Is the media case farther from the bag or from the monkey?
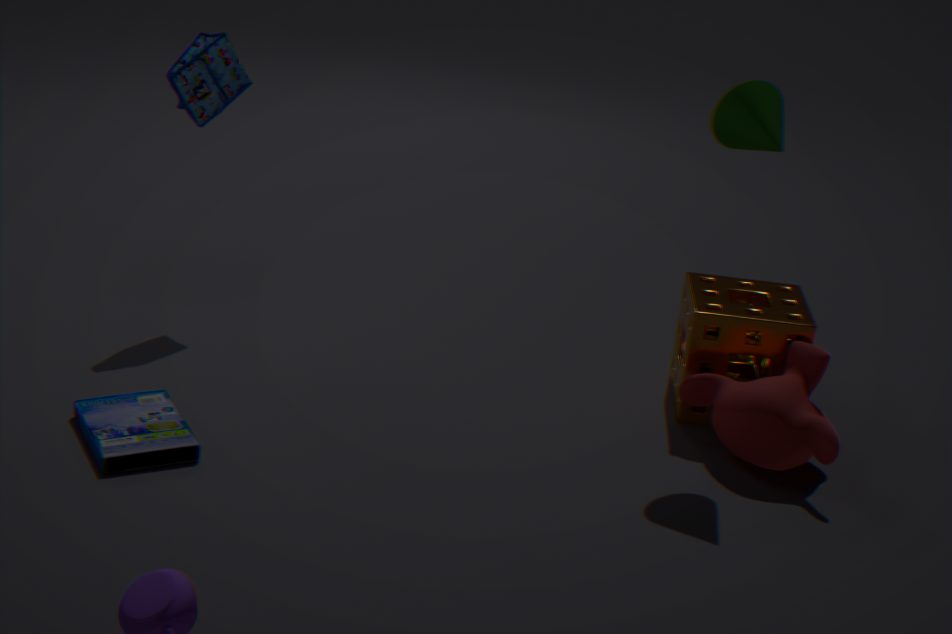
the monkey
